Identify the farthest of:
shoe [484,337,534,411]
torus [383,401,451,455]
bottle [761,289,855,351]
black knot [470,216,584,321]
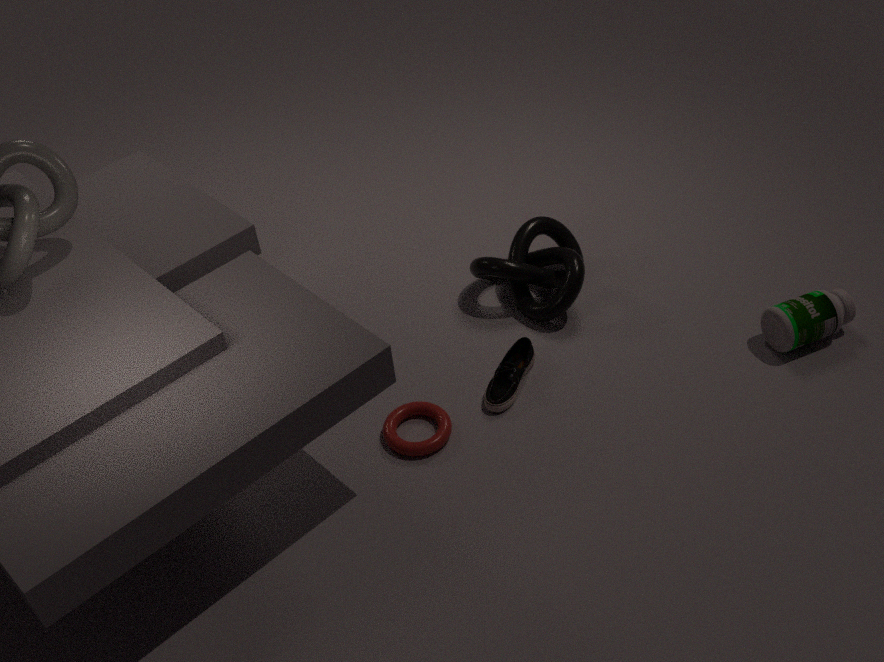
black knot [470,216,584,321]
